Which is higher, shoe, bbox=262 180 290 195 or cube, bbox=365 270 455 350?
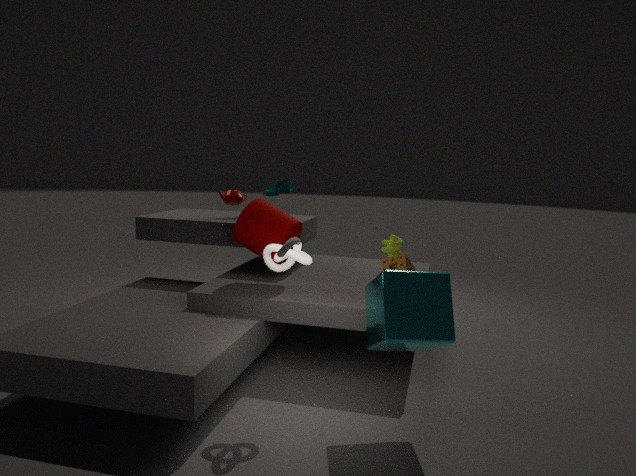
shoe, bbox=262 180 290 195
